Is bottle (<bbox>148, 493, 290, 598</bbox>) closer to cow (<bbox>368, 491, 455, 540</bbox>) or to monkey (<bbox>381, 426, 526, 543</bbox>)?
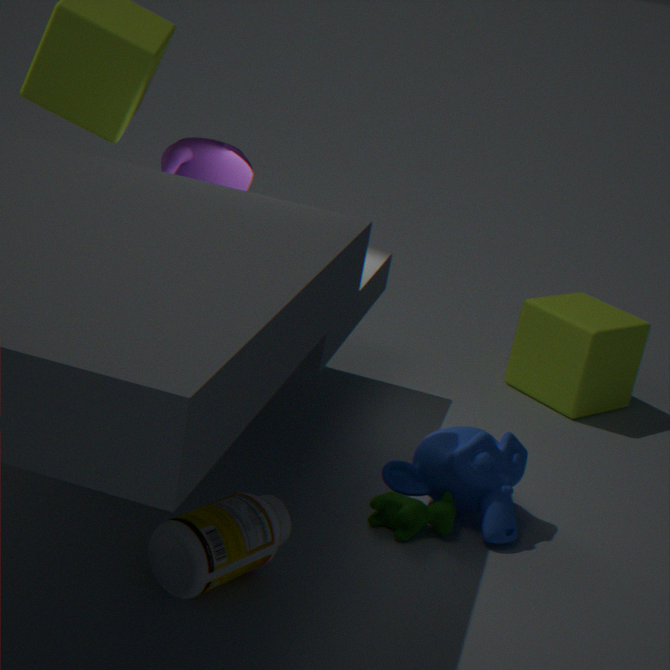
cow (<bbox>368, 491, 455, 540</bbox>)
